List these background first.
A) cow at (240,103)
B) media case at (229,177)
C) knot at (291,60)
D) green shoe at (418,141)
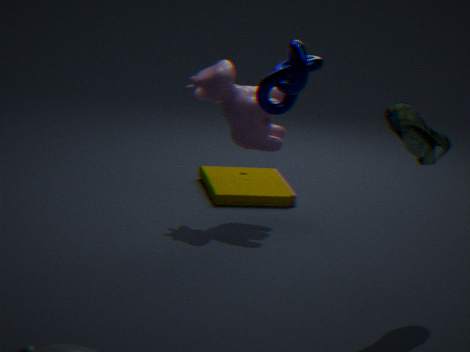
media case at (229,177), cow at (240,103), green shoe at (418,141), knot at (291,60)
